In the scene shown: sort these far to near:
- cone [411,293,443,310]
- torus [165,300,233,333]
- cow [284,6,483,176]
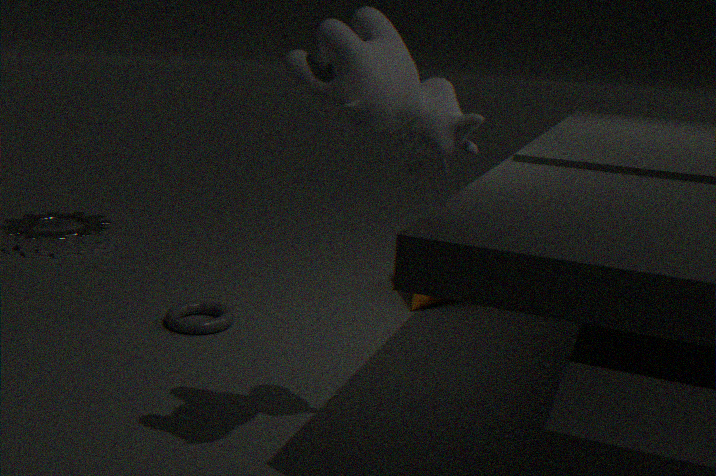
cone [411,293,443,310], torus [165,300,233,333], cow [284,6,483,176]
